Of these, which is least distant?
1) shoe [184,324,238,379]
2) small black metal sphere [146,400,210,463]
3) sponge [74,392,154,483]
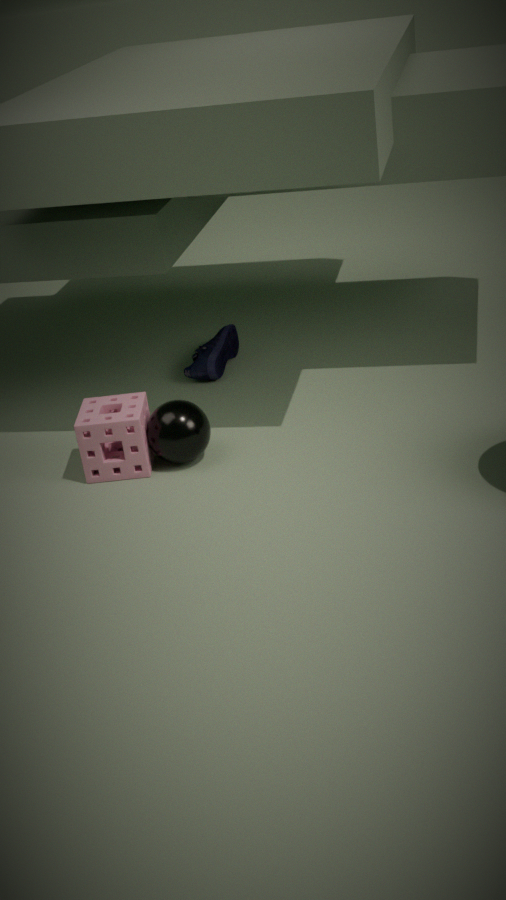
3. sponge [74,392,154,483]
